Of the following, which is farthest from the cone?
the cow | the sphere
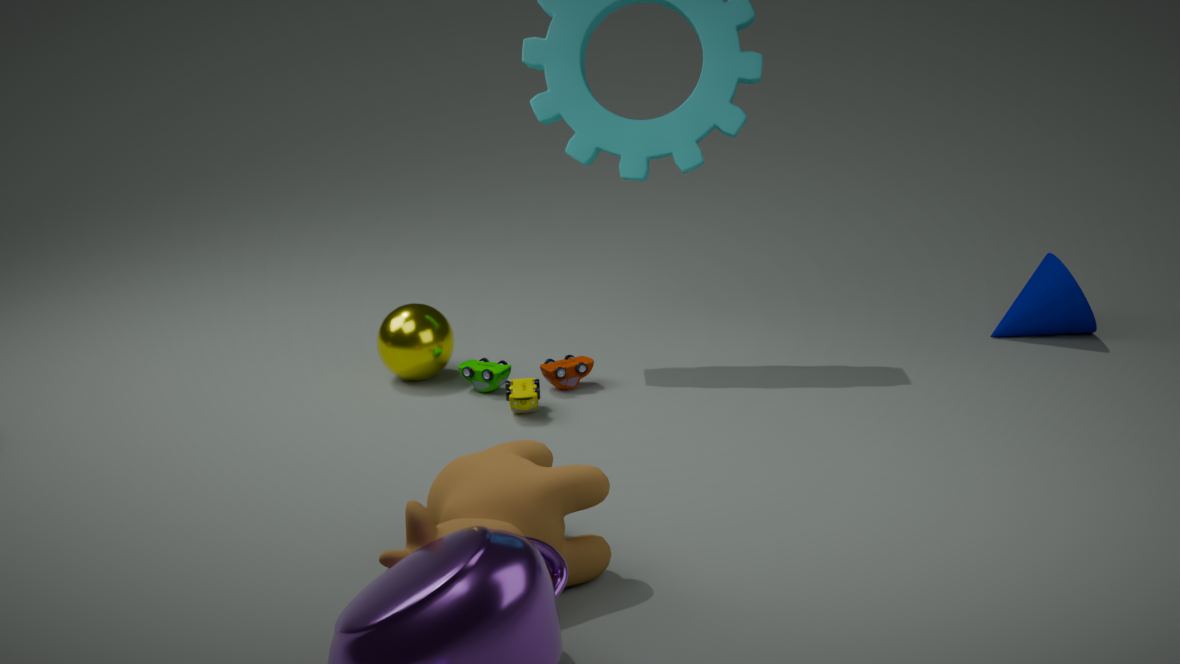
the cow
